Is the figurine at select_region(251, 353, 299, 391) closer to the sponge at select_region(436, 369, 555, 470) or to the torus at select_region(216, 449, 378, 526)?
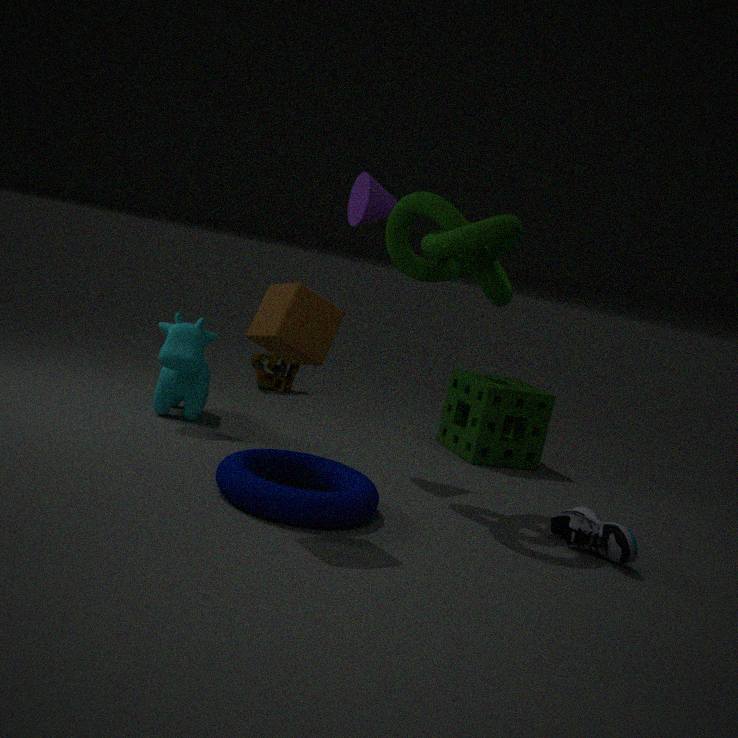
the sponge at select_region(436, 369, 555, 470)
